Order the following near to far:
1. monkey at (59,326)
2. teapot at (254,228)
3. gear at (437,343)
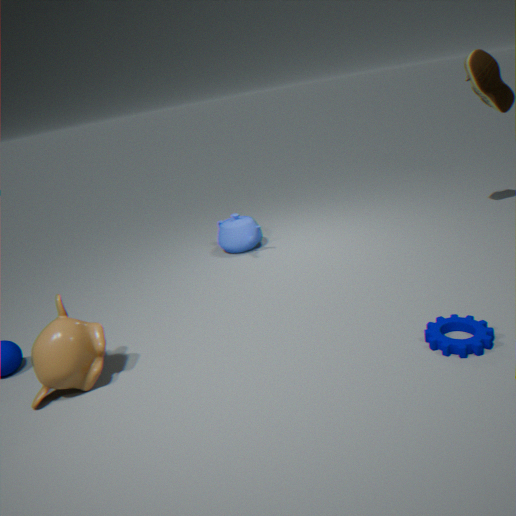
gear at (437,343), monkey at (59,326), teapot at (254,228)
